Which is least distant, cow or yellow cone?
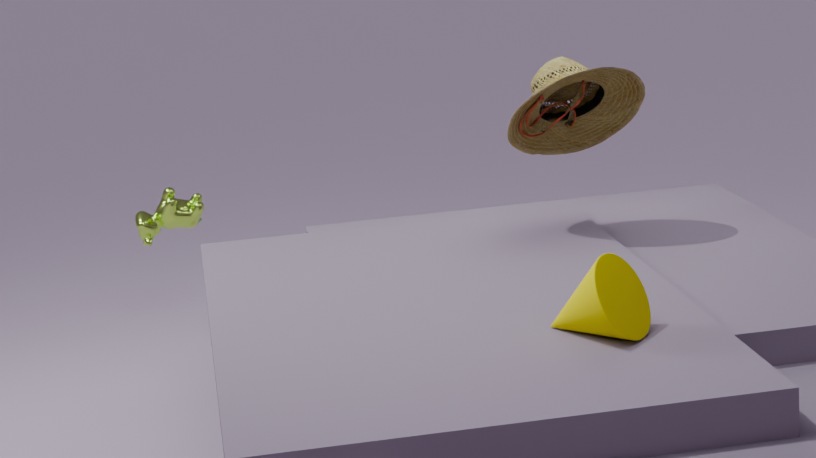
yellow cone
